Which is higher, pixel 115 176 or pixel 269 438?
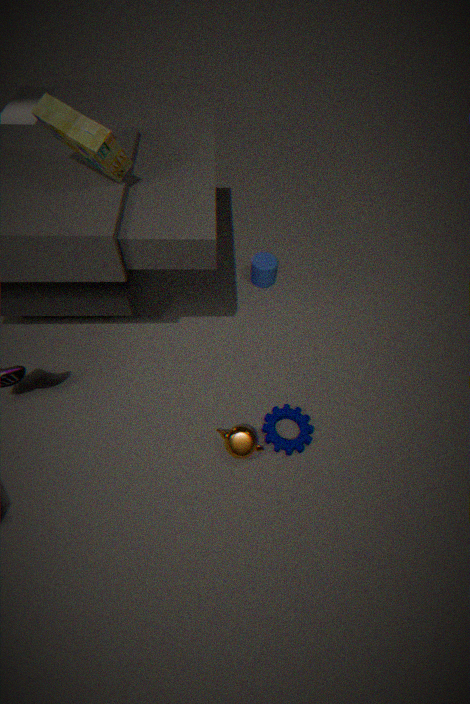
pixel 115 176
